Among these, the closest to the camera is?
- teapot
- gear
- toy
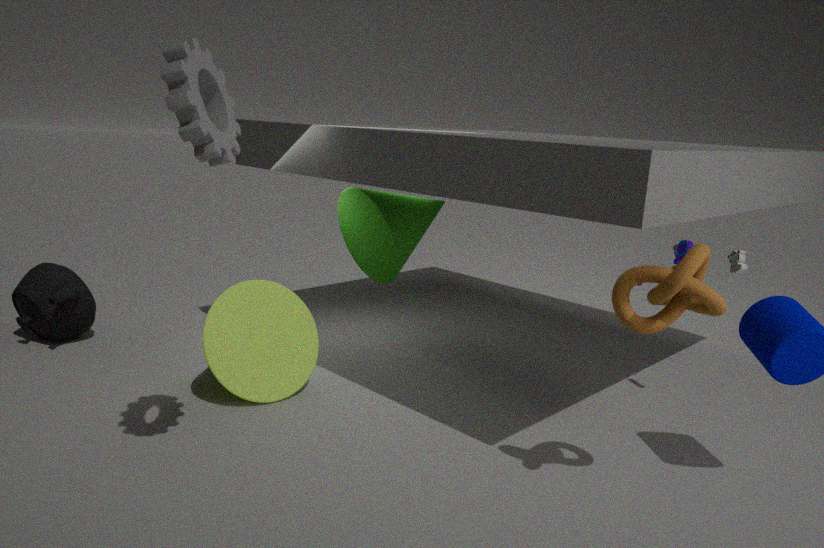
gear
